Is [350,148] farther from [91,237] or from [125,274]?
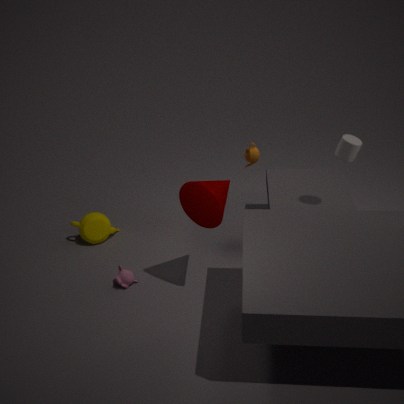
[91,237]
